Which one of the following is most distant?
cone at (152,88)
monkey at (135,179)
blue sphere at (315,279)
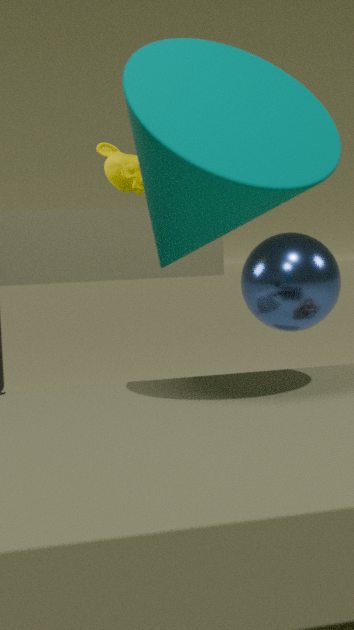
monkey at (135,179)
